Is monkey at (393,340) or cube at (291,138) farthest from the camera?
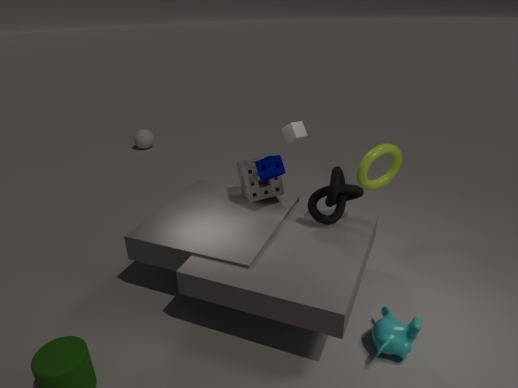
cube at (291,138)
